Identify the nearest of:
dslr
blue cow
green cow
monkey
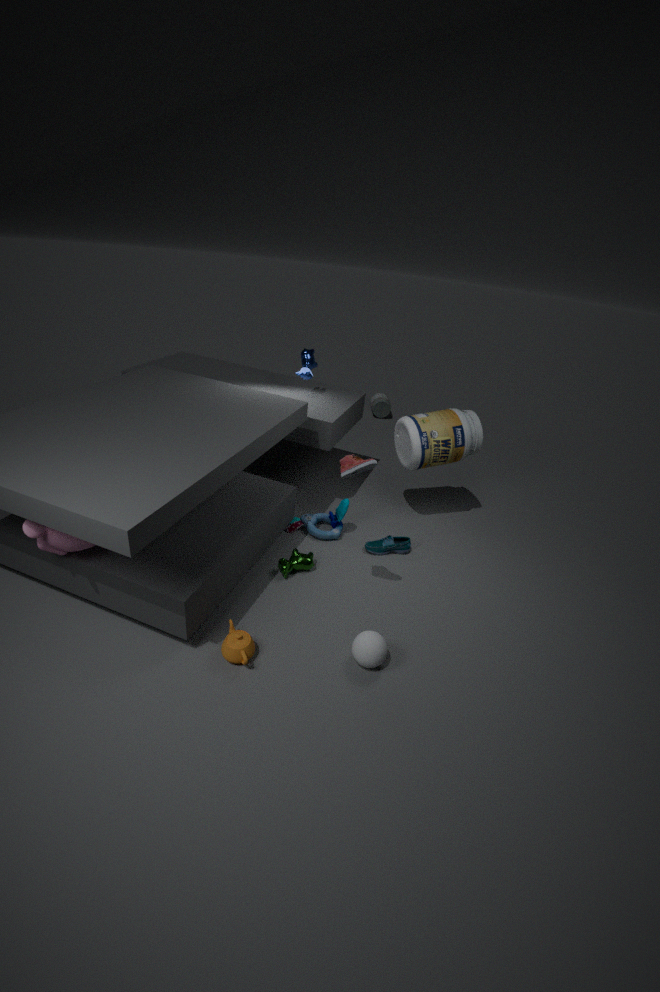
monkey
